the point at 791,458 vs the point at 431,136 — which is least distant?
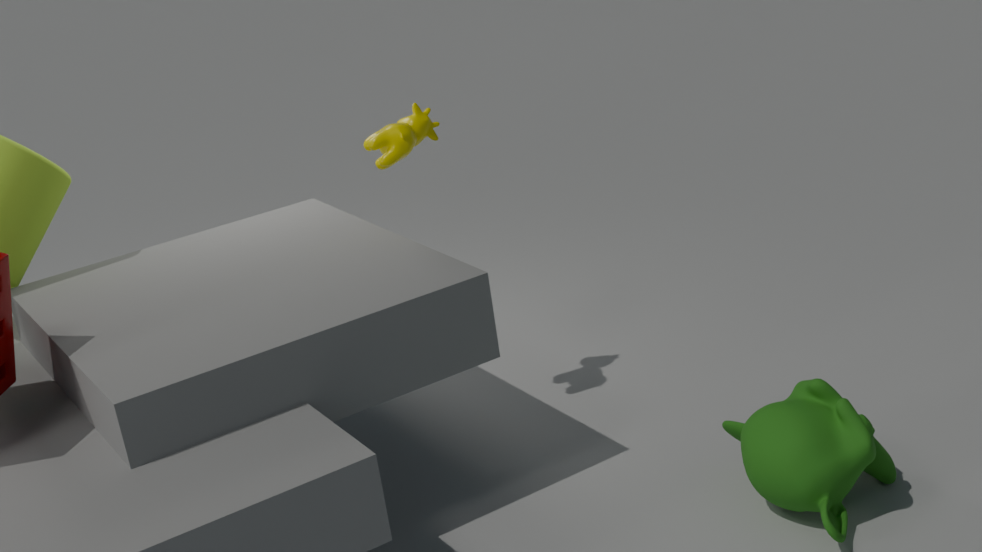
the point at 791,458
